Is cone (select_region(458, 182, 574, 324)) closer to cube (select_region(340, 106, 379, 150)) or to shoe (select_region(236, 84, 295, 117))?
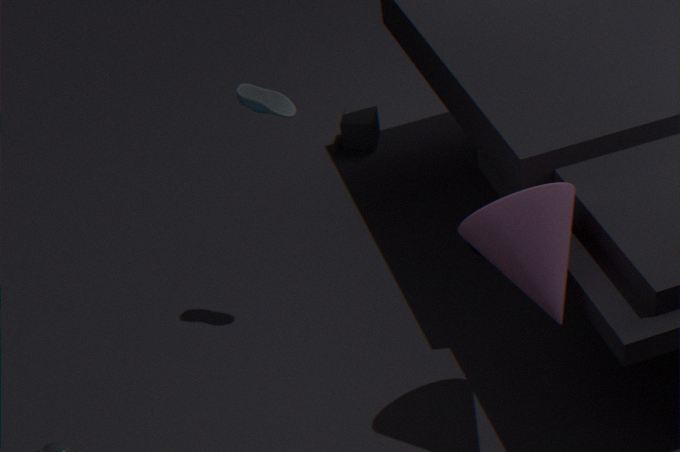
shoe (select_region(236, 84, 295, 117))
